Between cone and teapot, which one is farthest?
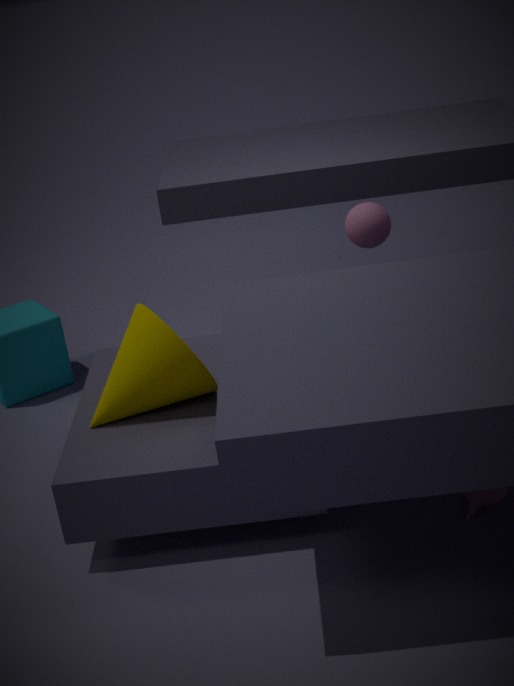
cone
